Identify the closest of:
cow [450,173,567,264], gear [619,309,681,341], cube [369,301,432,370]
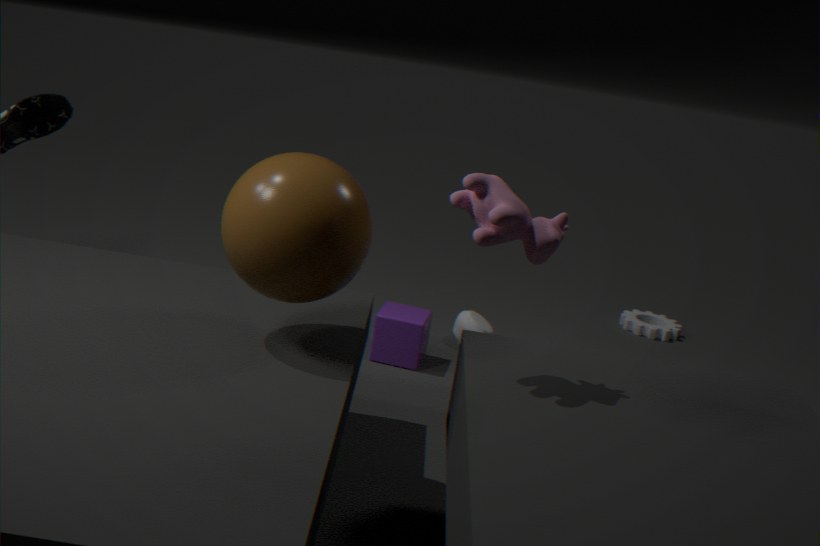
cow [450,173,567,264]
